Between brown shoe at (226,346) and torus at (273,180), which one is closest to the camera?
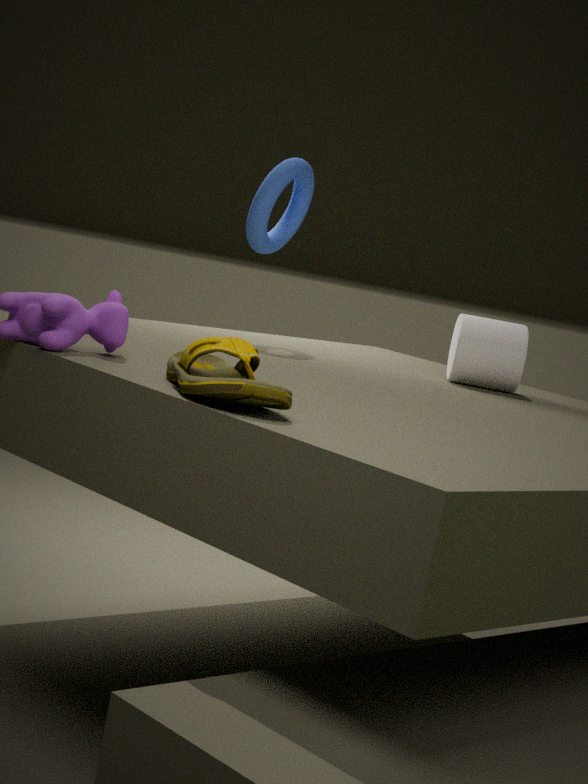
brown shoe at (226,346)
